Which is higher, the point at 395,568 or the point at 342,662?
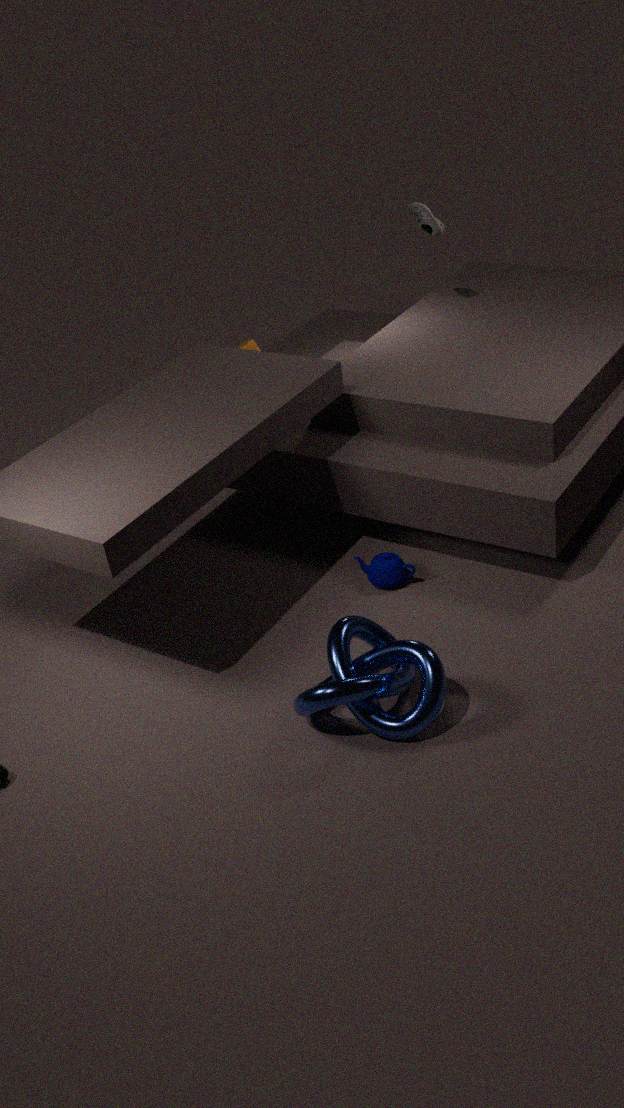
the point at 342,662
